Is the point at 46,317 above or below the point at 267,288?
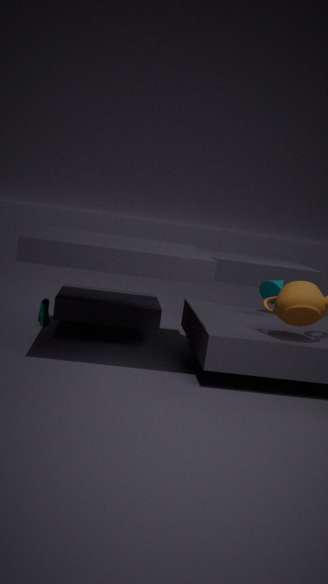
below
